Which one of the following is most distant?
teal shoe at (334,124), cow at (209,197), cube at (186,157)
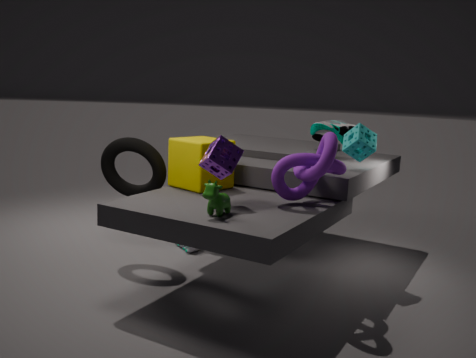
teal shoe at (334,124)
